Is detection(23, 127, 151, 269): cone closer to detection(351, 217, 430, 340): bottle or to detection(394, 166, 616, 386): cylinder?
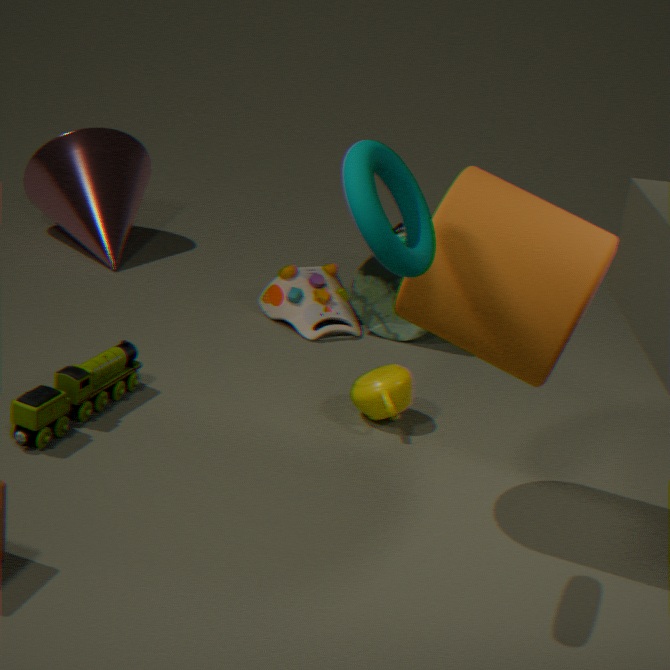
detection(351, 217, 430, 340): bottle
